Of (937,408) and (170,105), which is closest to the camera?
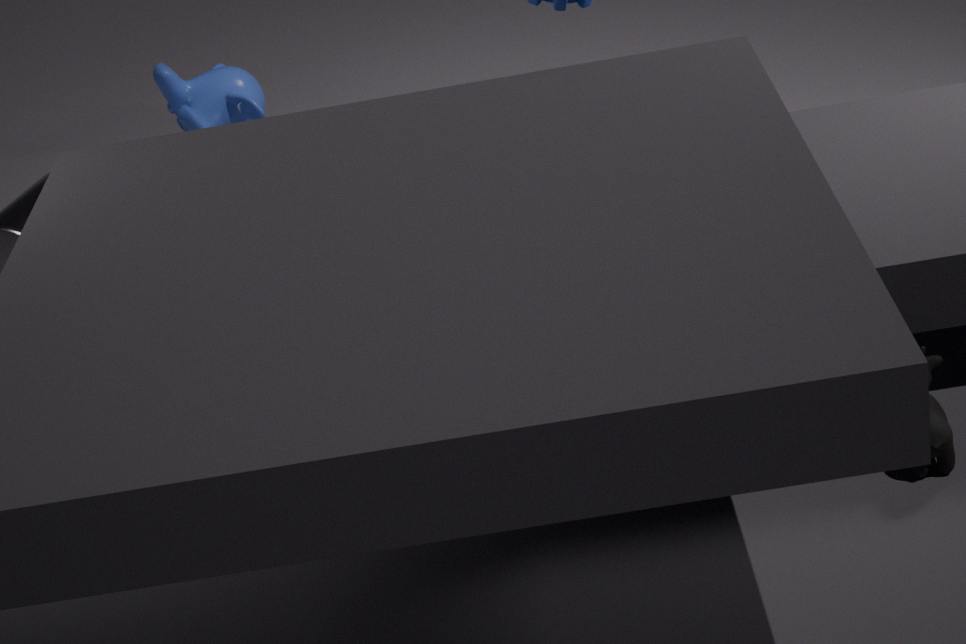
(937,408)
